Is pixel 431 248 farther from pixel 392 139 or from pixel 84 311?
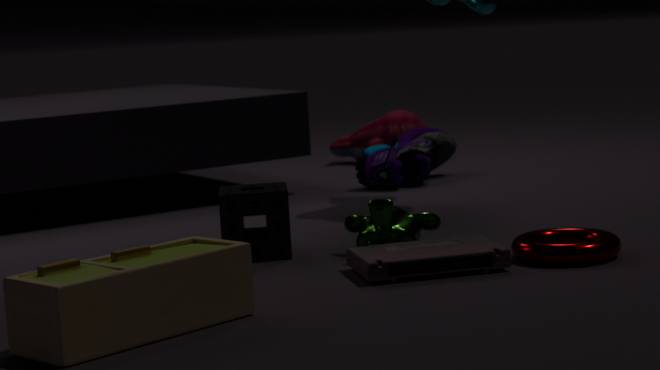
pixel 392 139
